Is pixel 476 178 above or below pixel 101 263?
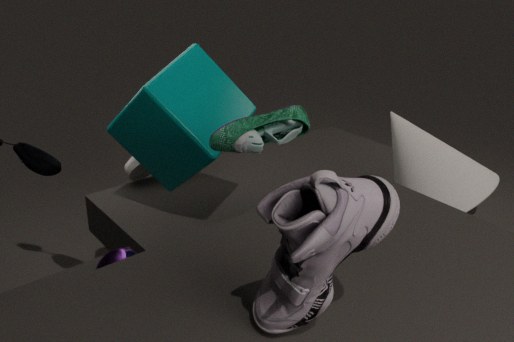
above
